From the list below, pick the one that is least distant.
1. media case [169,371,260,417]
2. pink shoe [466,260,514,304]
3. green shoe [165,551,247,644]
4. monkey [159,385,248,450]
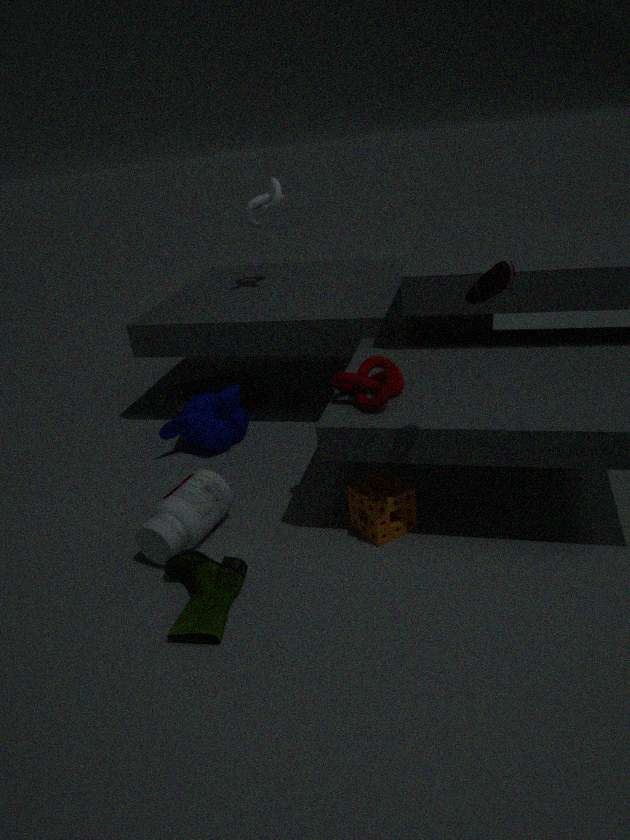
pink shoe [466,260,514,304]
